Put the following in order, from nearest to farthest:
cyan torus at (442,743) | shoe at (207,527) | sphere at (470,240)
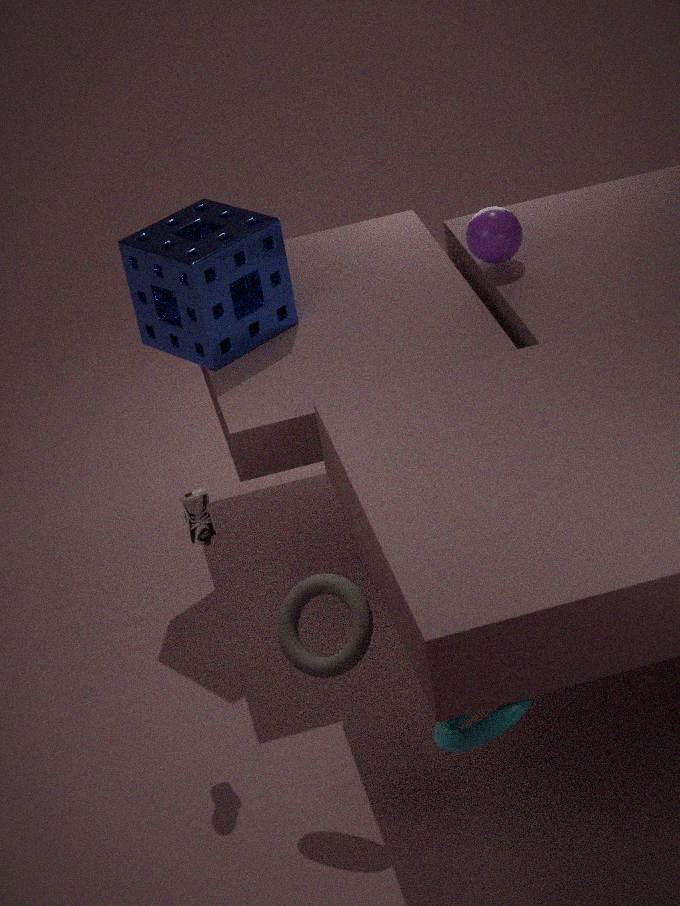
1. cyan torus at (442,743)
2. shoe at (207,527)
3. sphere at (470,240)
